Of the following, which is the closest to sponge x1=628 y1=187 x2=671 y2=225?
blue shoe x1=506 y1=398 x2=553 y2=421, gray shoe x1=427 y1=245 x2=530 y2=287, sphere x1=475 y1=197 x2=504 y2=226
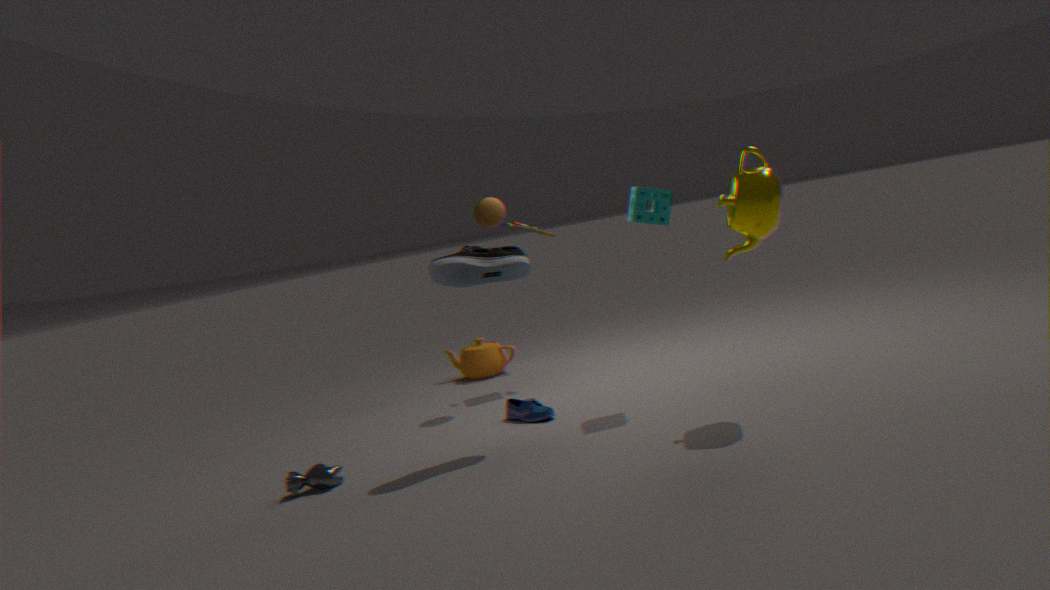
gray shoe x1=427 y1=245 x2=530 y2=287
